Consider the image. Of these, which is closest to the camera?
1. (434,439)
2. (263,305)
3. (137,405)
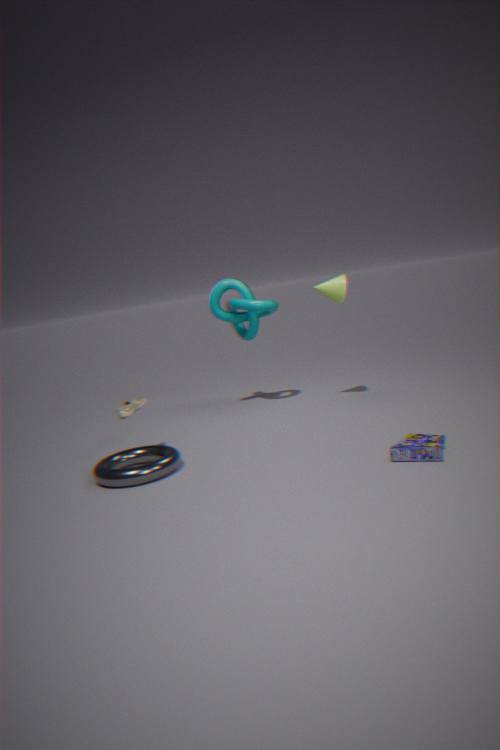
(434,439)
